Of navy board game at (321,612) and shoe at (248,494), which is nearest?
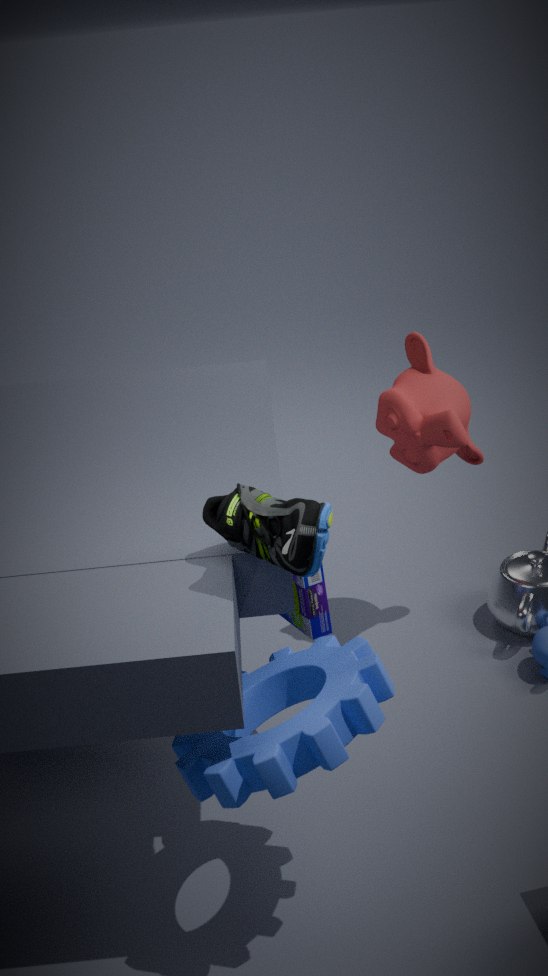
shoe at (248,494)
